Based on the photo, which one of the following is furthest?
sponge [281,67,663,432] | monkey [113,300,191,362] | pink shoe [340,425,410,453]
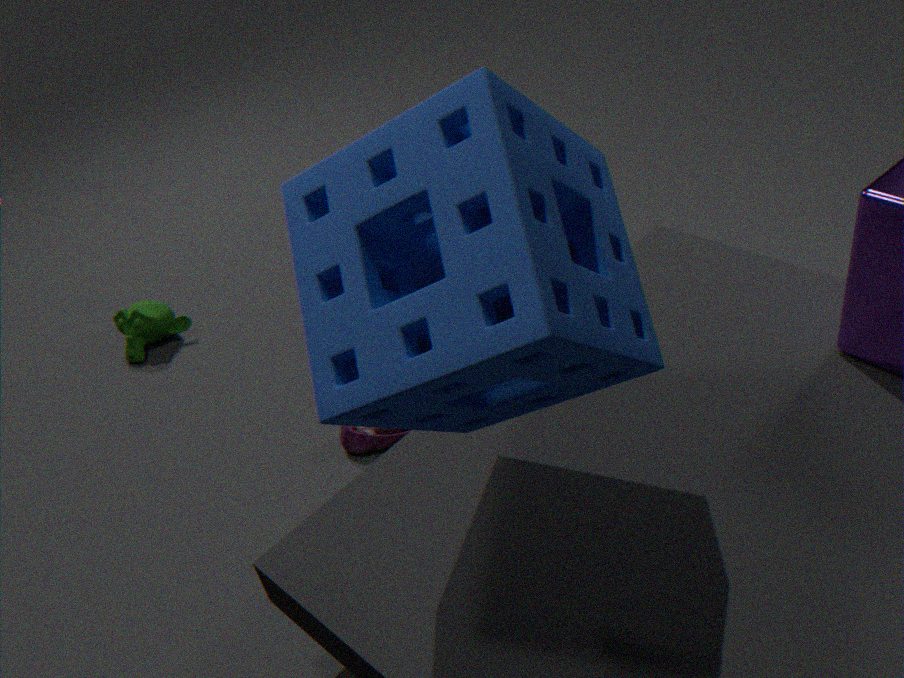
monkey [113,300,191,362]
